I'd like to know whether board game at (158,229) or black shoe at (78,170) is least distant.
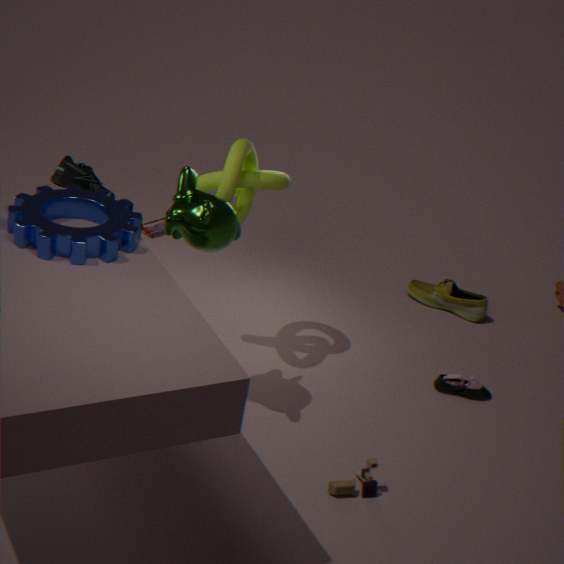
black shoe at (78,170)
